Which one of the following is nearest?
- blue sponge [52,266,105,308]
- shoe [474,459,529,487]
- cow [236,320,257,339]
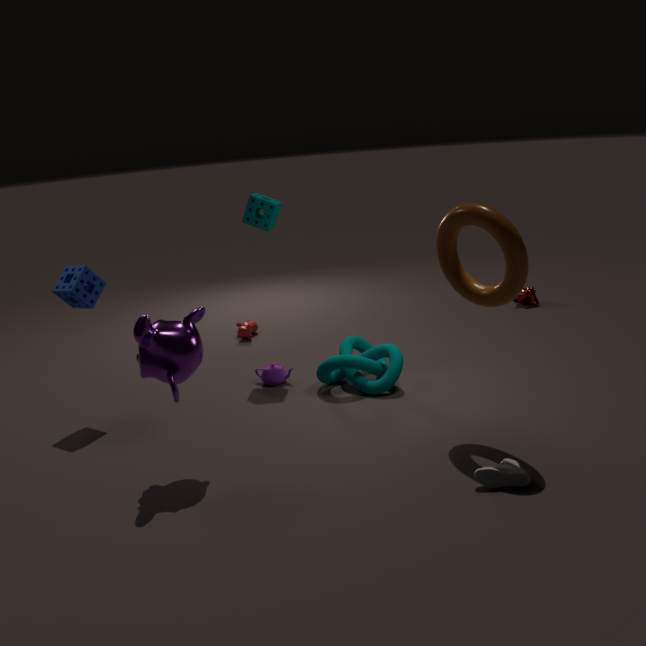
shoe [474,459,529,487]
